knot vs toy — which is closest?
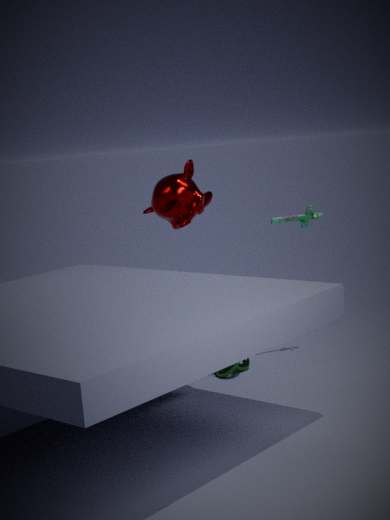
toy
